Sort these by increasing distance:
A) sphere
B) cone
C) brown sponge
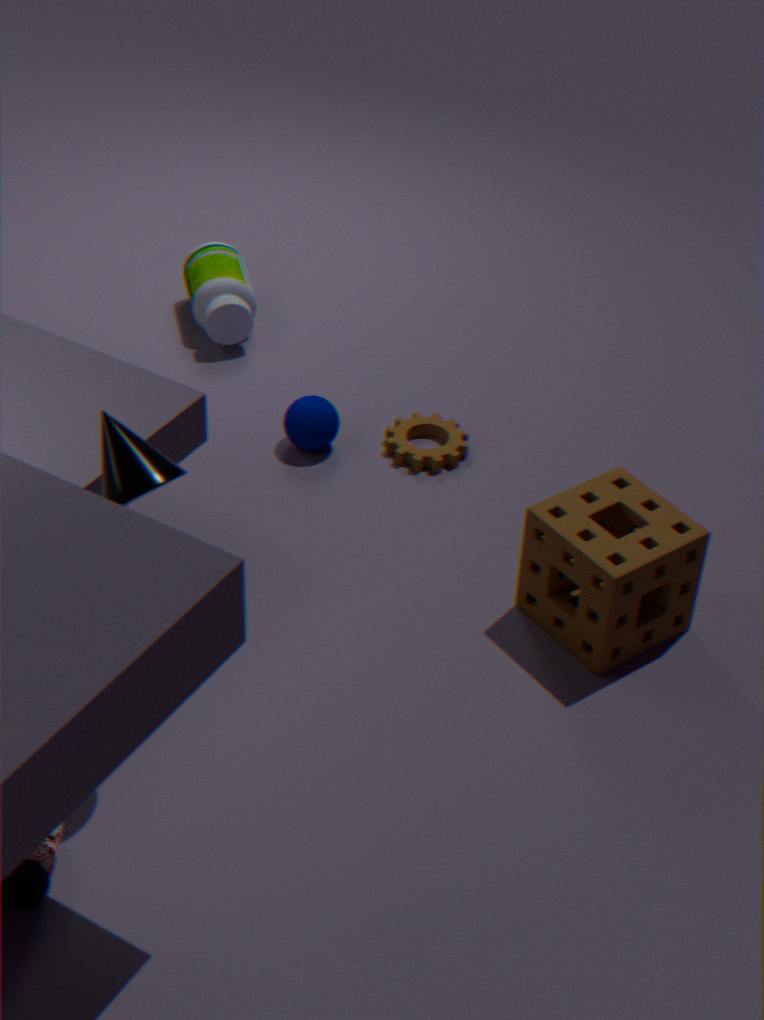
1. cone
2. brown sponge
3. sphere
